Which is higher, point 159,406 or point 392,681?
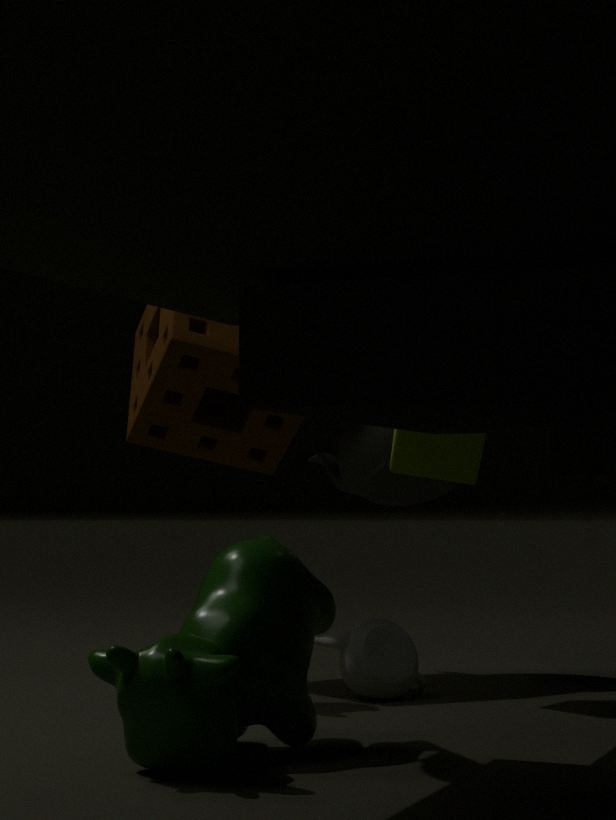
point 159,406
